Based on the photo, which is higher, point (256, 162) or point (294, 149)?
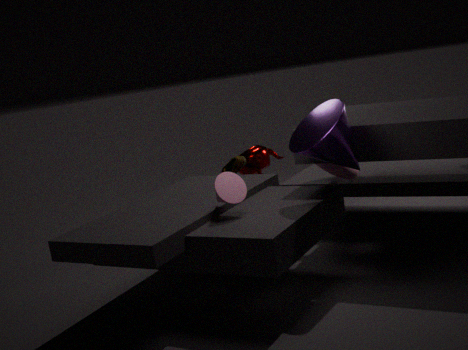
point (294, 149)
